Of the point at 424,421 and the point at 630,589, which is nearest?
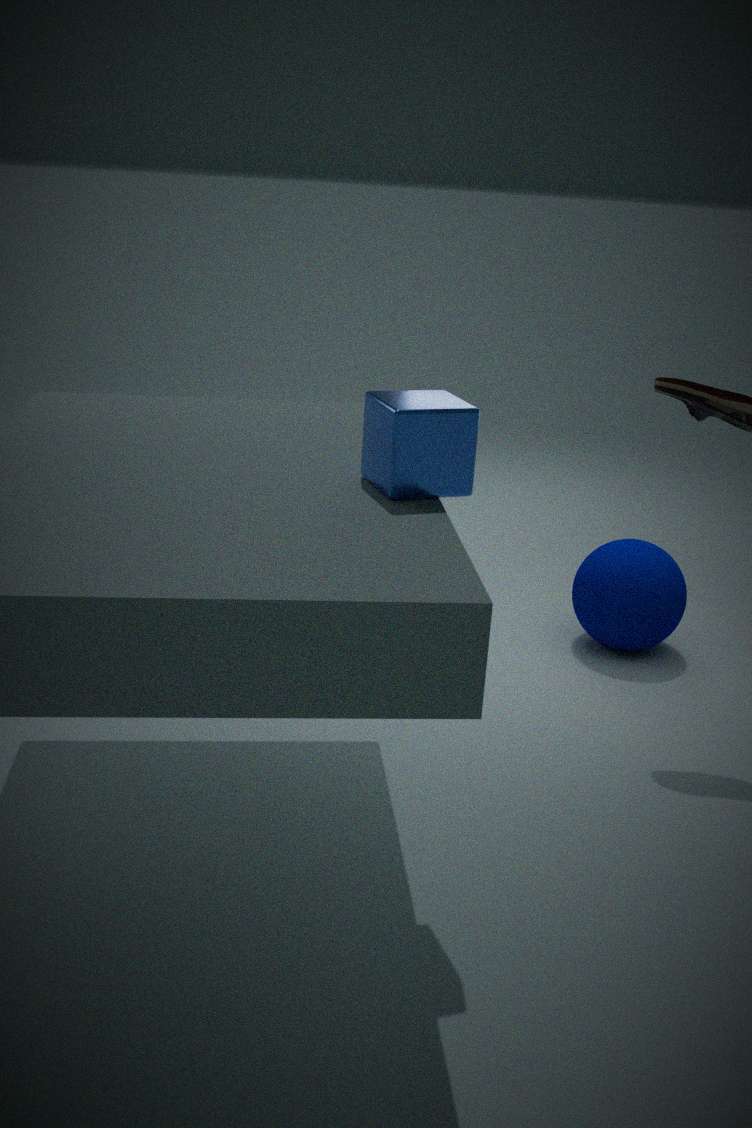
the point at 424,421
